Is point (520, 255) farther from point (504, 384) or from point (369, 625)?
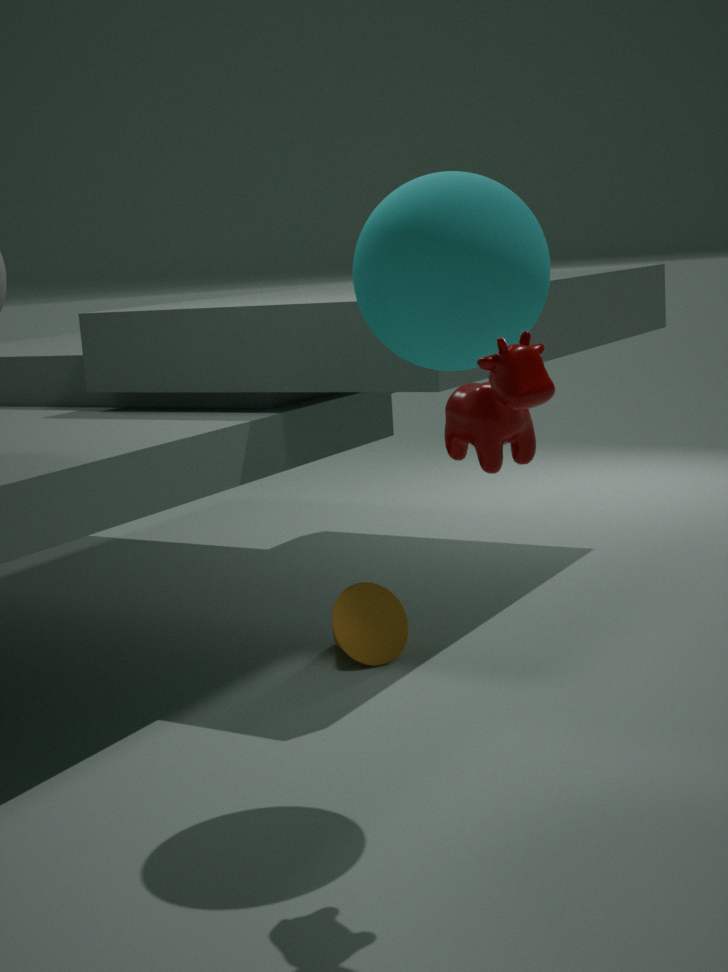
point (369, 625)
